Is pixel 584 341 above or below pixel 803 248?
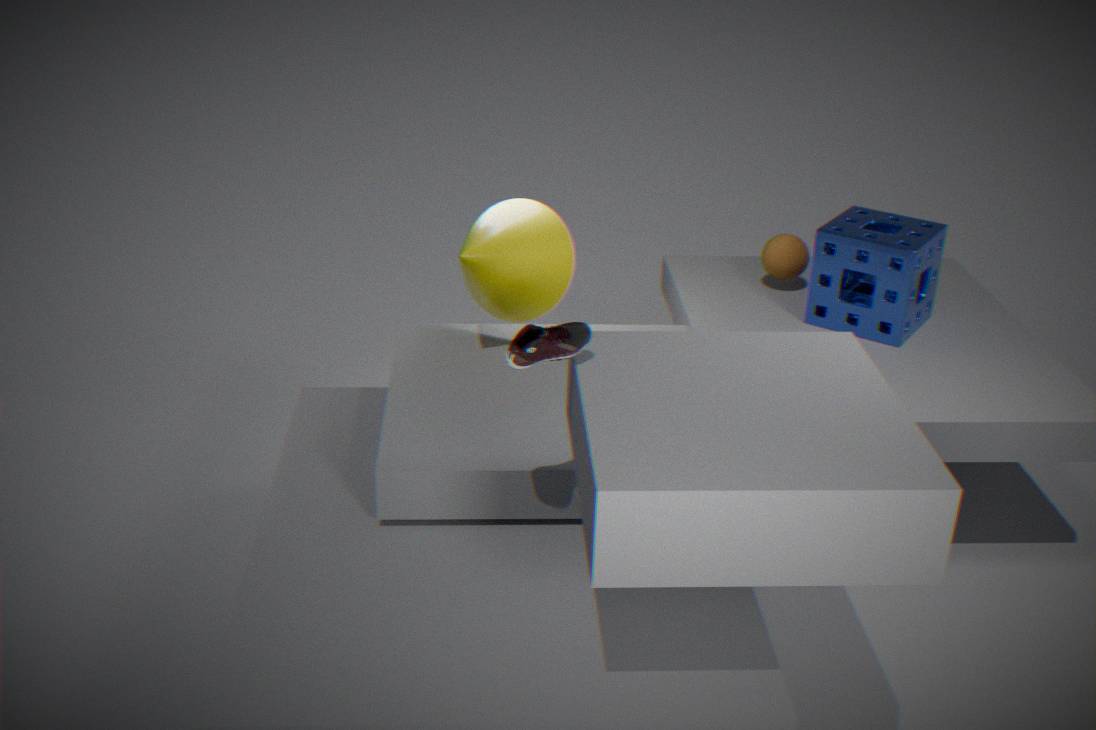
above
